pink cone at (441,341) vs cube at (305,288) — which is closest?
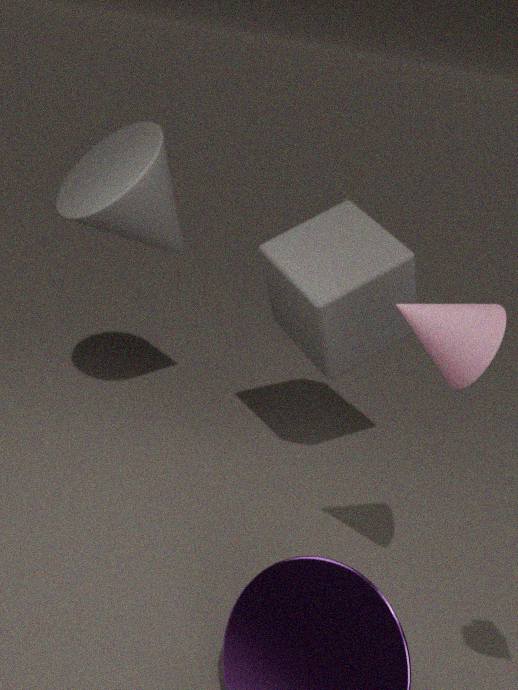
pink cone at (441,341)
